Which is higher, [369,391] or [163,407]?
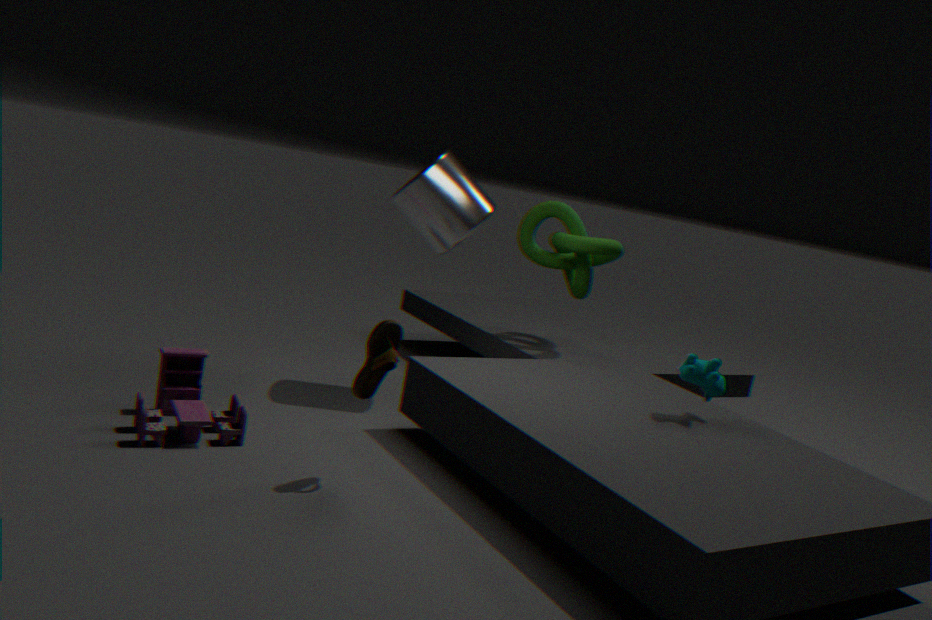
[369,391]
